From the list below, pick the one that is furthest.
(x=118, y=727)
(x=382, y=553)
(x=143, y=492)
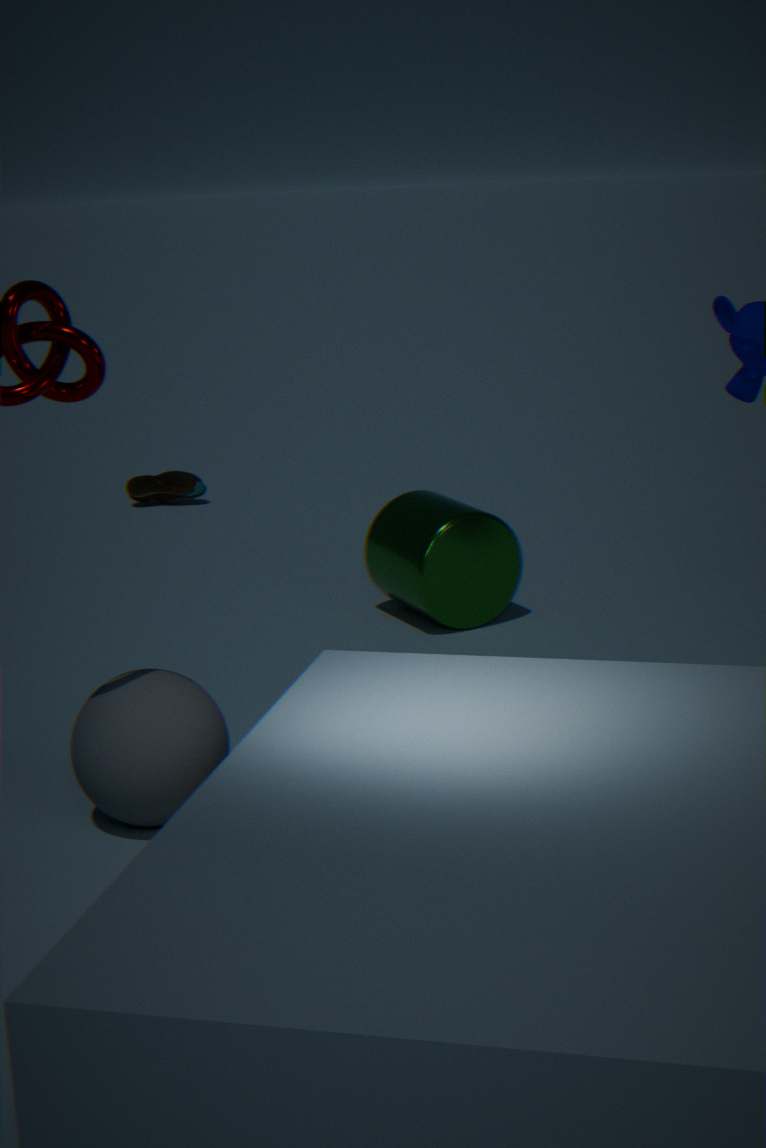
(x=143, y=492)
